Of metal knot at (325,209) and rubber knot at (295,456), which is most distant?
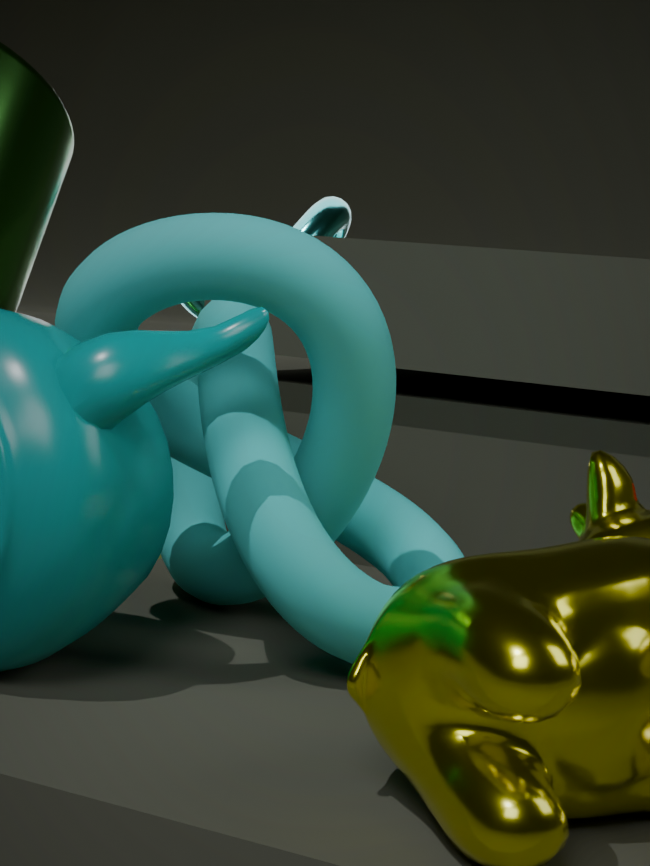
metal knot at (325,209)
